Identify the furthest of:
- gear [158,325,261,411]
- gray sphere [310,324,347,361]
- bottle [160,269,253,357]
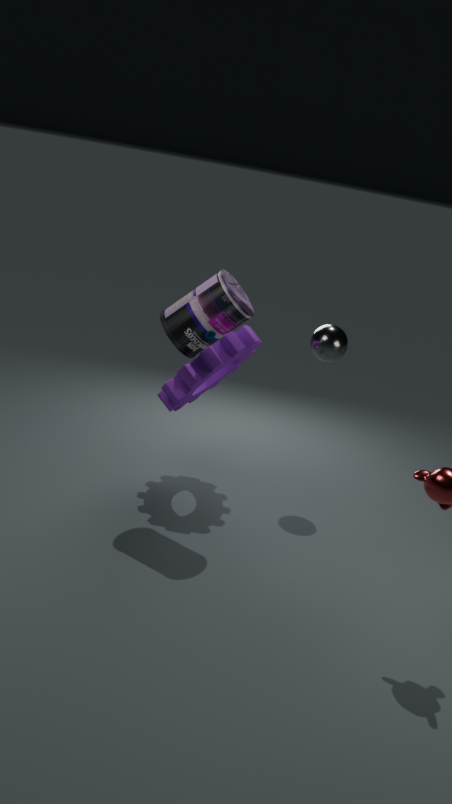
gray sphere [310,324,347,361]
